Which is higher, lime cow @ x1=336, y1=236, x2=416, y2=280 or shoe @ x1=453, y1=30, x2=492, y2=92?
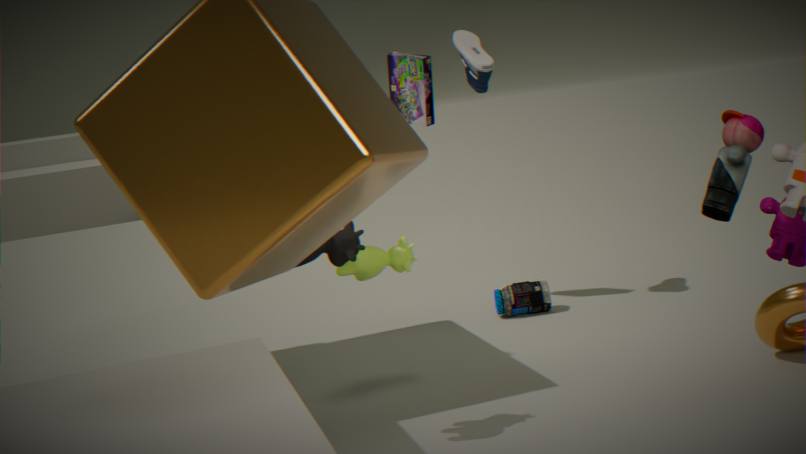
shoe @ x1=453, y1=30, x2=492, y2=92
